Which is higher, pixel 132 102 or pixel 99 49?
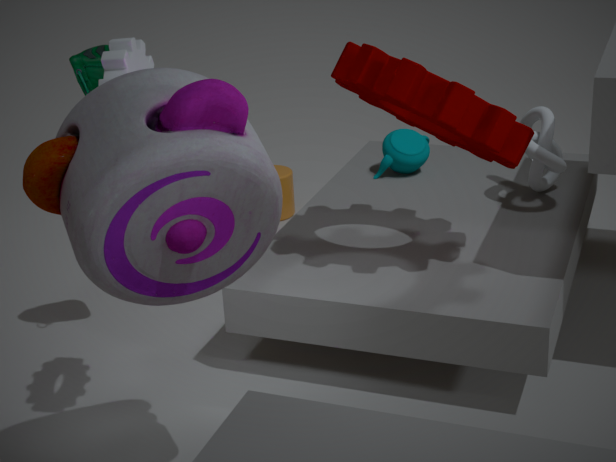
pixel 132 102
